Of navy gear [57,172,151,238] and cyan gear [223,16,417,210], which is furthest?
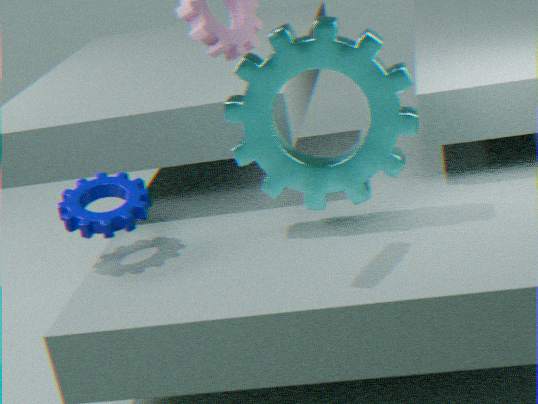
navy gear [57,172,151,238]
